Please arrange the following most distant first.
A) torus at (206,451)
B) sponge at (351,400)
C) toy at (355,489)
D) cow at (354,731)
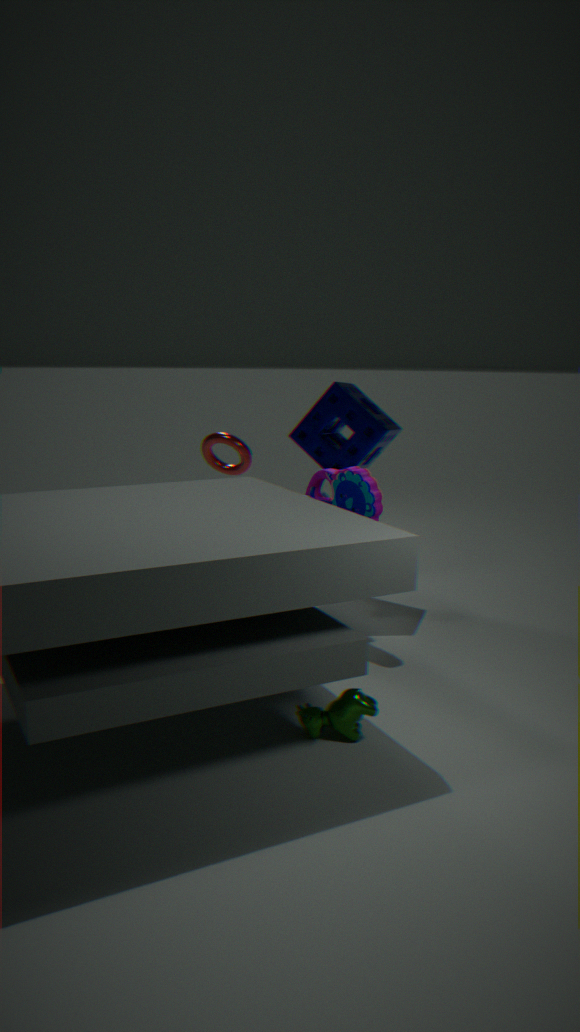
torus at (206,451) → sponge at (351,400) → toy at (355,489) → cow at (354,731)
